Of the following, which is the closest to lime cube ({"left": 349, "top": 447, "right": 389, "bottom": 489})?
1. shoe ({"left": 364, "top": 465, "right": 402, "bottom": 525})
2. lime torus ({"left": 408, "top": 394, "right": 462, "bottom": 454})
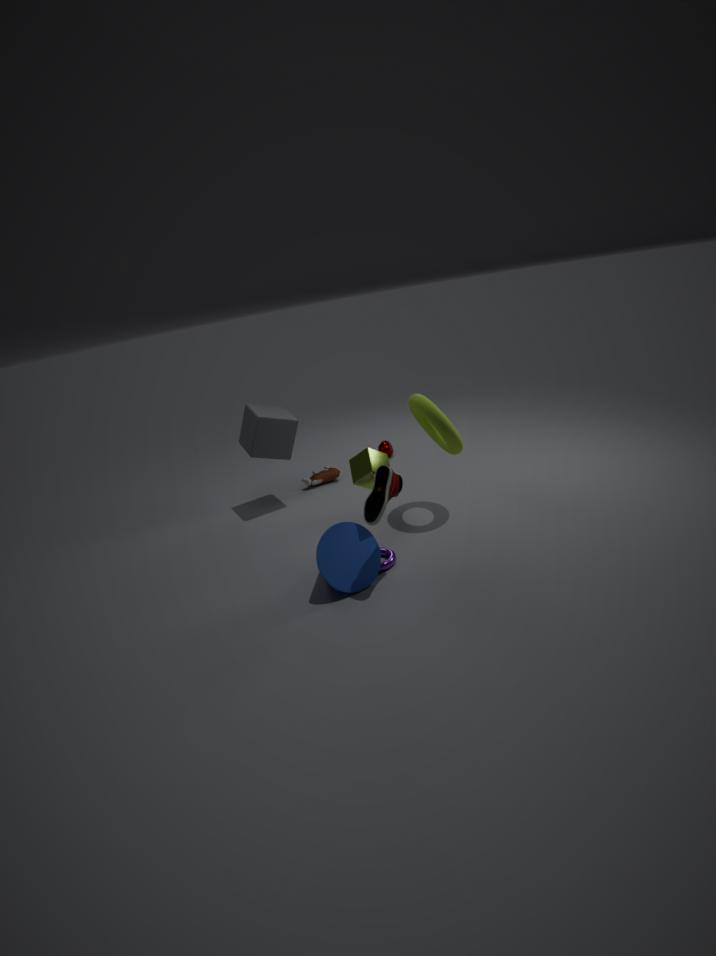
shoe ({"left": 364, "top": 465, "right": 402, "bottom": 525})
